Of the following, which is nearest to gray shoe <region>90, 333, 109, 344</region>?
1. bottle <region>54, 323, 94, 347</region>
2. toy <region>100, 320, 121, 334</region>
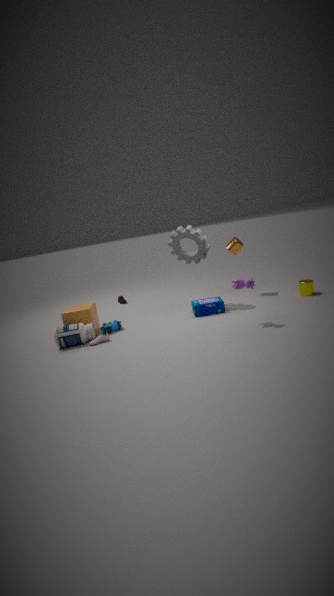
bottle <region>54, 323, 94, 347</region>
